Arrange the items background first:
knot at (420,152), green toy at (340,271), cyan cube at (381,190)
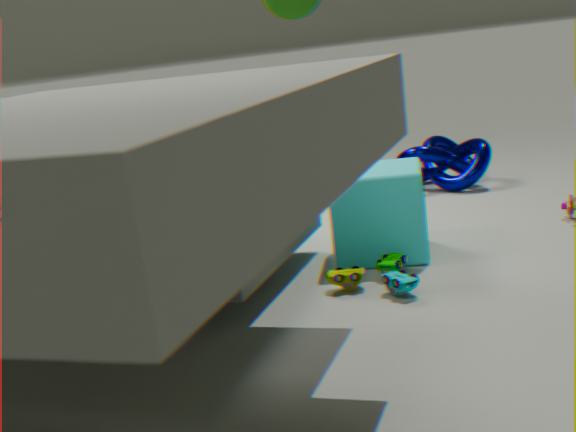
knot at (420,152) < cyan cube at (381,190) < green toy at (340,271)
